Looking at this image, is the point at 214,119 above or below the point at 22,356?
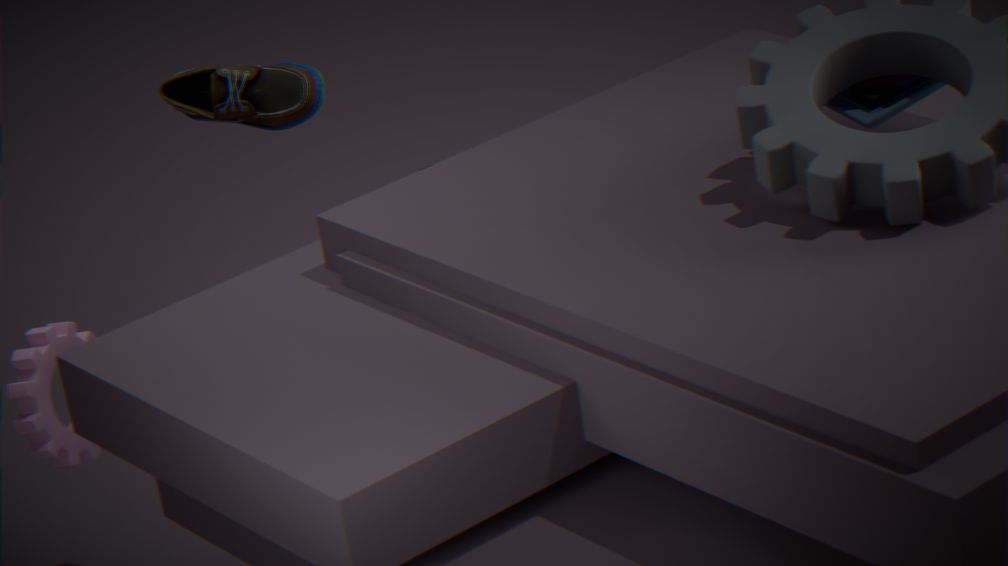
above
